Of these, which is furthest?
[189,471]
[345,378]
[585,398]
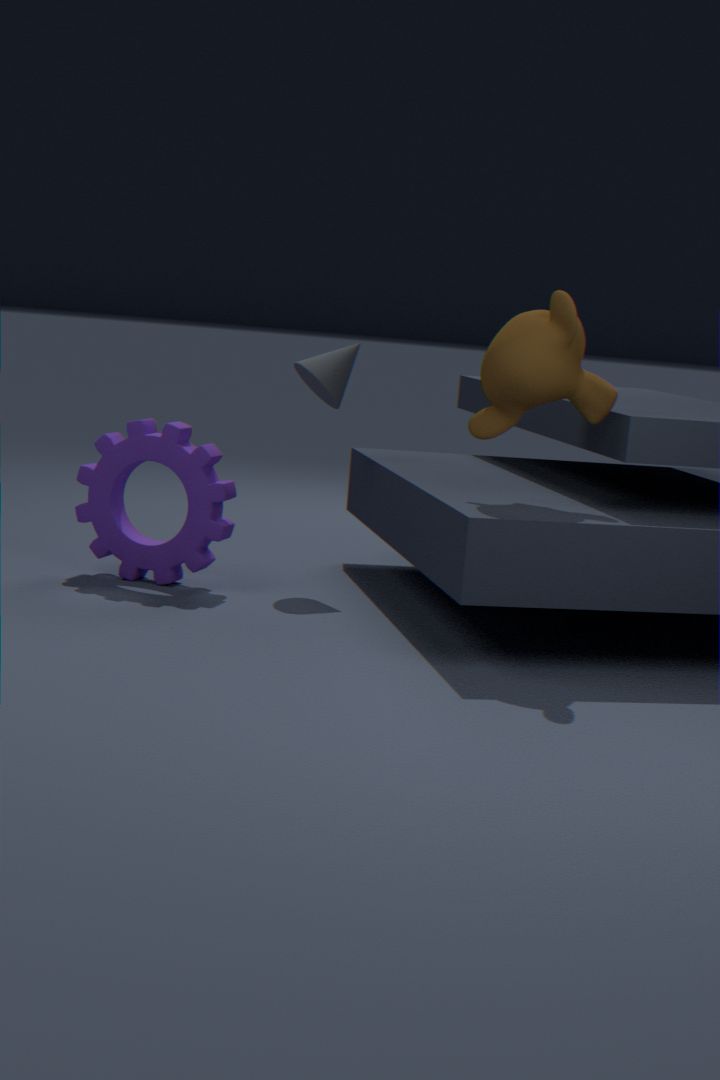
[345,378]
